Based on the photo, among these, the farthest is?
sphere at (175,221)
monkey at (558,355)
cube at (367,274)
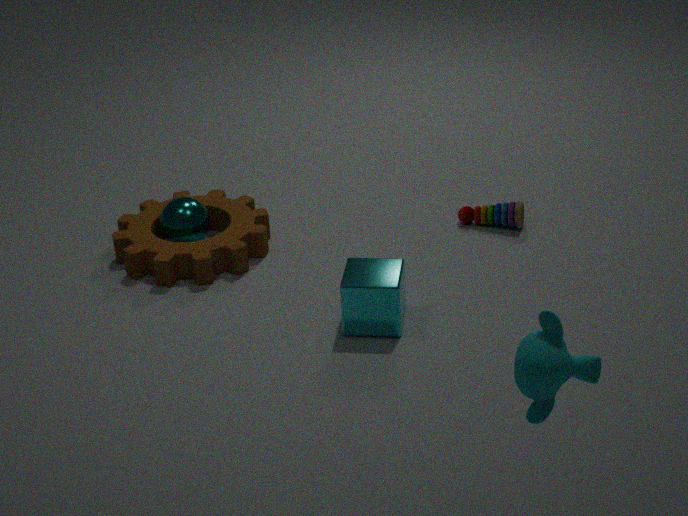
sphere at (175,221)
